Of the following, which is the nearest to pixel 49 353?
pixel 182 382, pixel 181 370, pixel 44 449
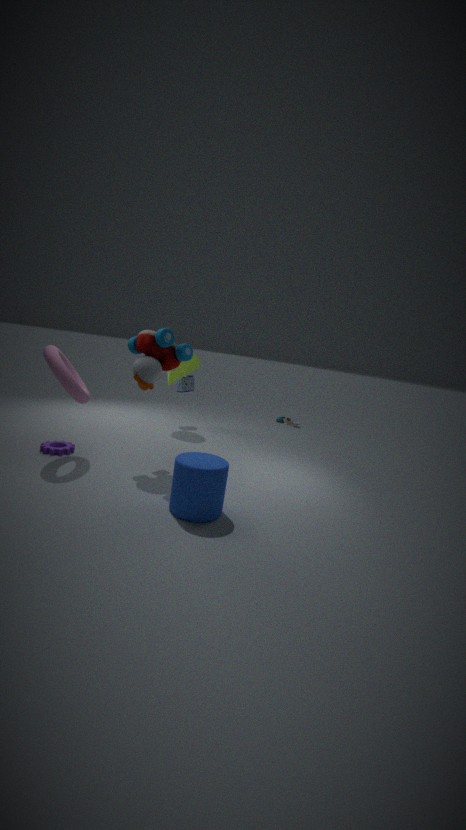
pixel 44 449
